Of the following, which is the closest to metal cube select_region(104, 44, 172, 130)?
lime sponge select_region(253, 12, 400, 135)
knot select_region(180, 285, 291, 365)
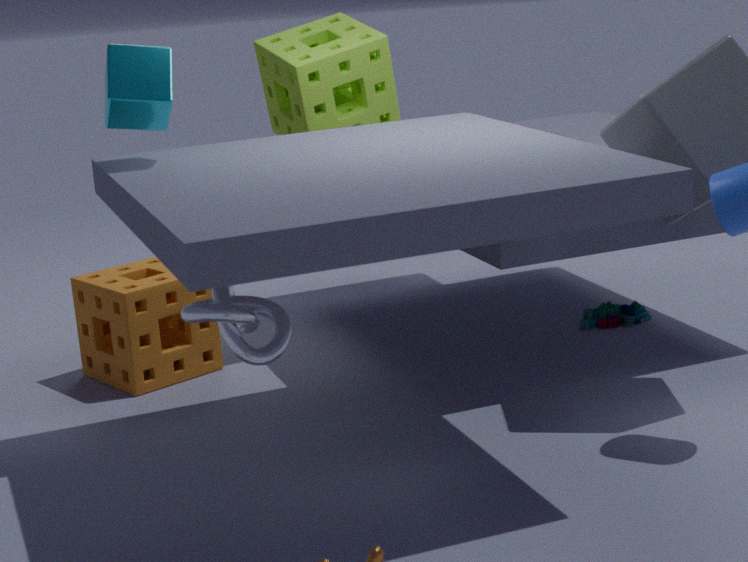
lime sponge select_region(253, 12, 400, 135)
